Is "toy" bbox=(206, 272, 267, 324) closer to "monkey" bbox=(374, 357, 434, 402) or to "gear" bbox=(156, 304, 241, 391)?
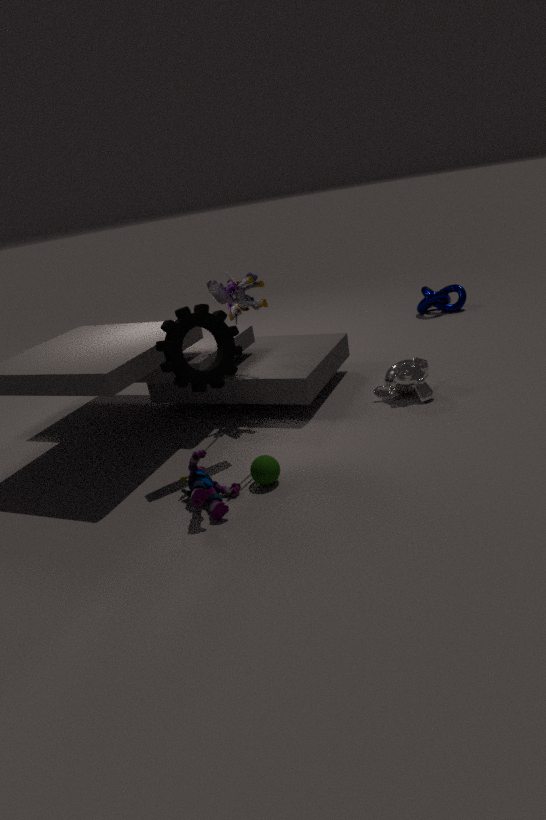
"gear" bbox=(156, 304, 241, 391)
